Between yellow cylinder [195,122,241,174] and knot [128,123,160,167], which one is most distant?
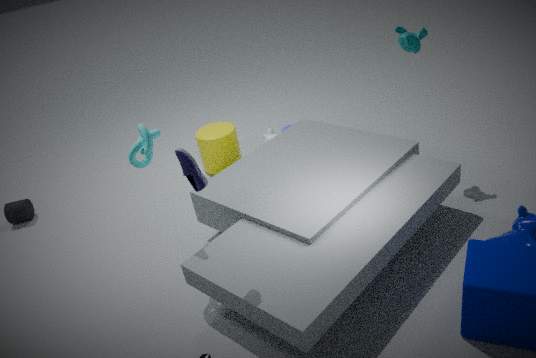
yellow cylinder [195,122,241,174]
